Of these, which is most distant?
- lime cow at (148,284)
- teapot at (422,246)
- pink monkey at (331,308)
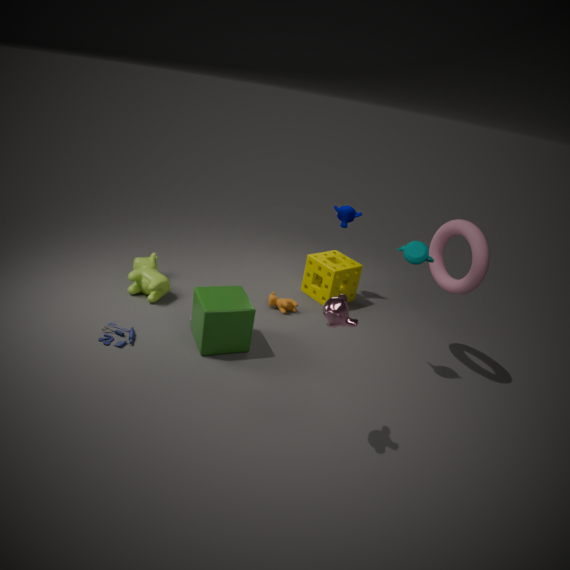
lime cow at (148,284)
